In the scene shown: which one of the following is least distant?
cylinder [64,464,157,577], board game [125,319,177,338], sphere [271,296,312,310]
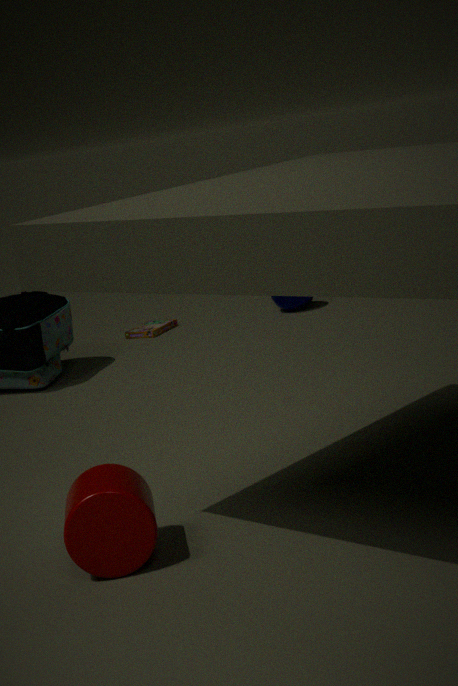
cylinder [64,464,157,577]
